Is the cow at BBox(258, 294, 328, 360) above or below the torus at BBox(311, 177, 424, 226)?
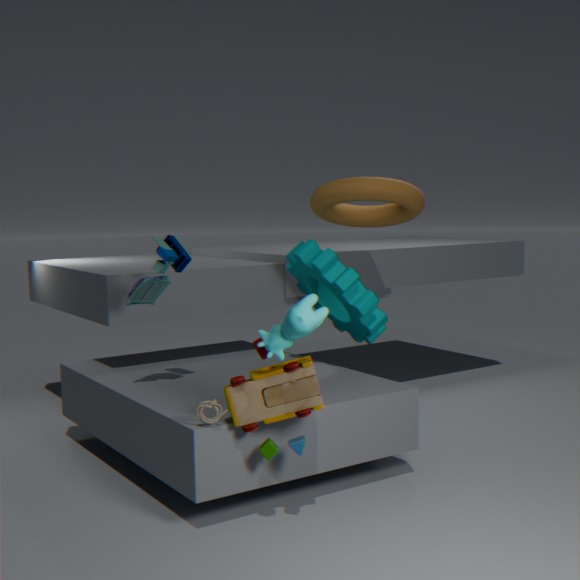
below
